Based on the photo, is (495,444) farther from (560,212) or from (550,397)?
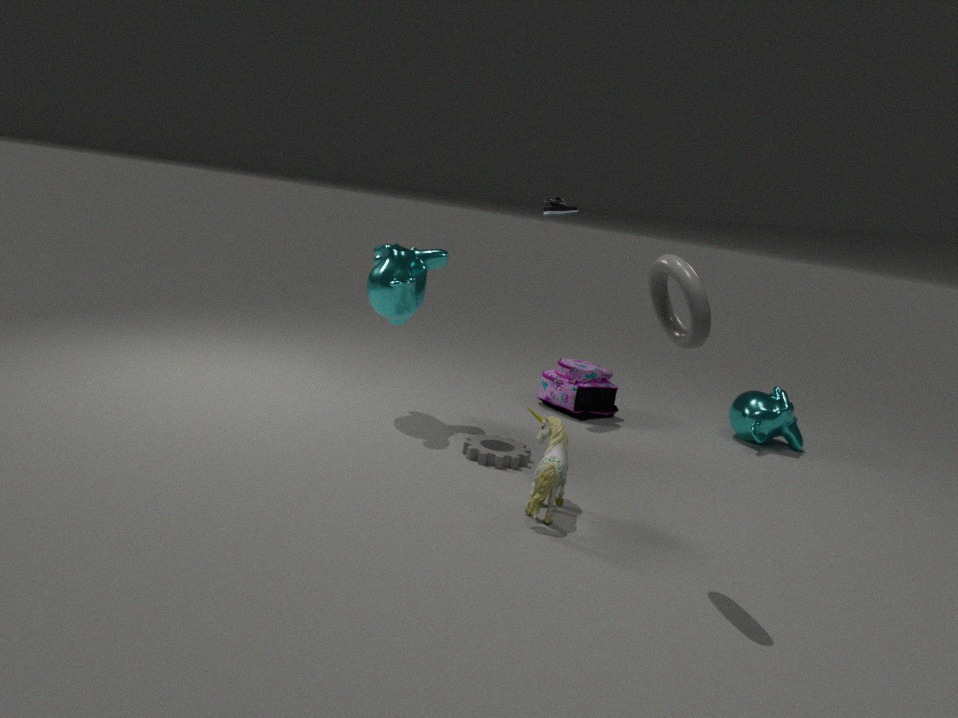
(560,212)
